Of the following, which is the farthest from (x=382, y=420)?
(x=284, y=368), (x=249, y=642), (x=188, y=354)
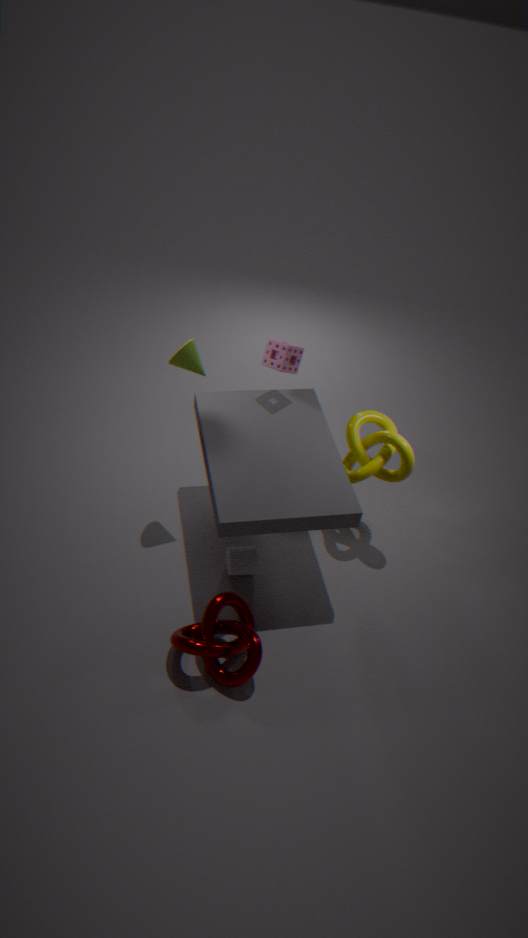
(x=249, y=642)
